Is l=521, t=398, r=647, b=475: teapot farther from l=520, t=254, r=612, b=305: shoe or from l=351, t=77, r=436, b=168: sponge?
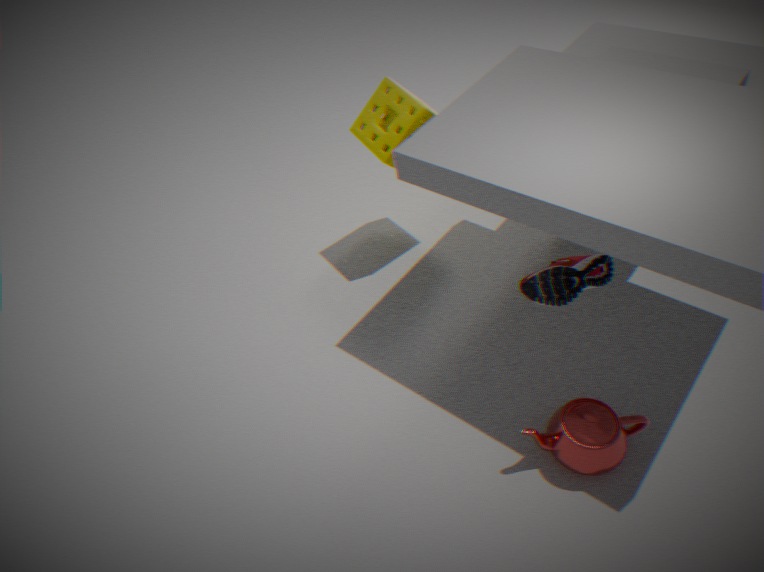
l=351, t=77, r=436, b=168: sponge
